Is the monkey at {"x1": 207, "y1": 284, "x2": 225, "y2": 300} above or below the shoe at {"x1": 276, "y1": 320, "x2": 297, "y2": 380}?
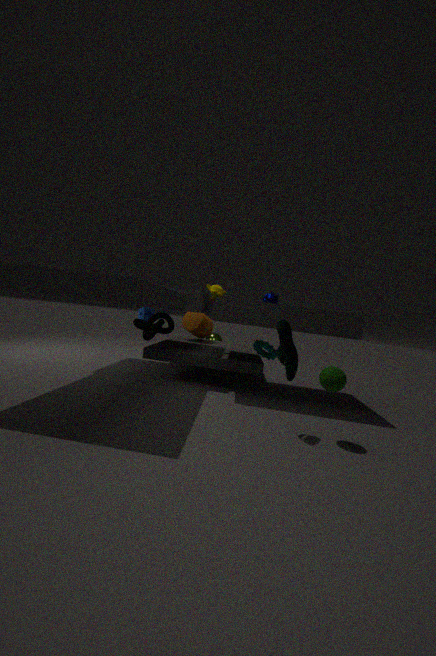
above
